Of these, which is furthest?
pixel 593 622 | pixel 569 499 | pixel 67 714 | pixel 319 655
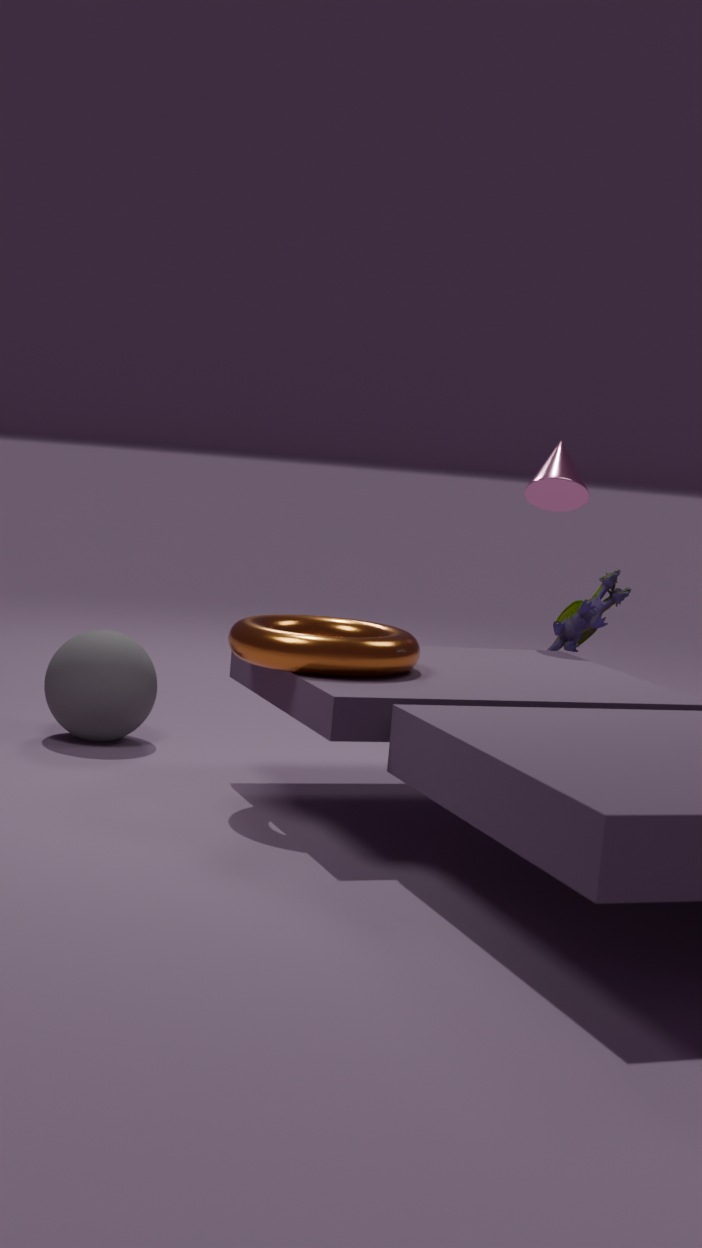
pixel 569 499
